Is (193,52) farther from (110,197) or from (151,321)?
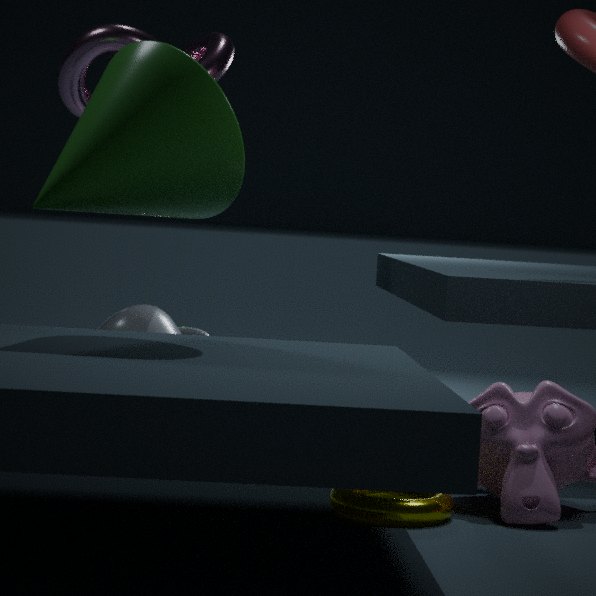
(110,197)
